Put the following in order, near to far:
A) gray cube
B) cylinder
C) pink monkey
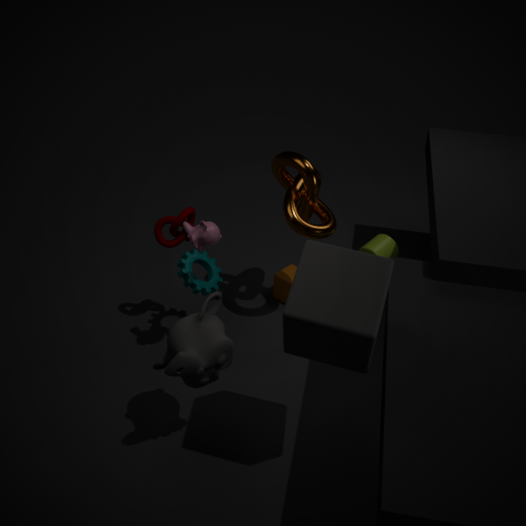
gray cube < pink monkey < cylinder
